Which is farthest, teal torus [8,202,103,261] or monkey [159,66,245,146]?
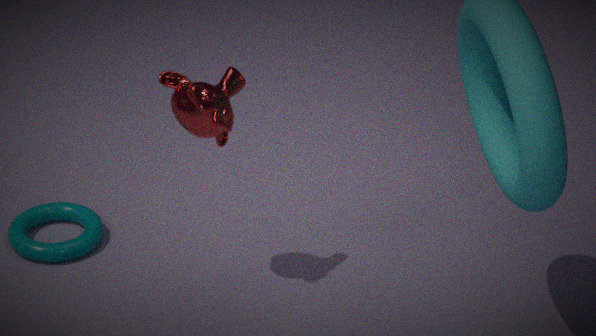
teal torus [8,202,103,261]
